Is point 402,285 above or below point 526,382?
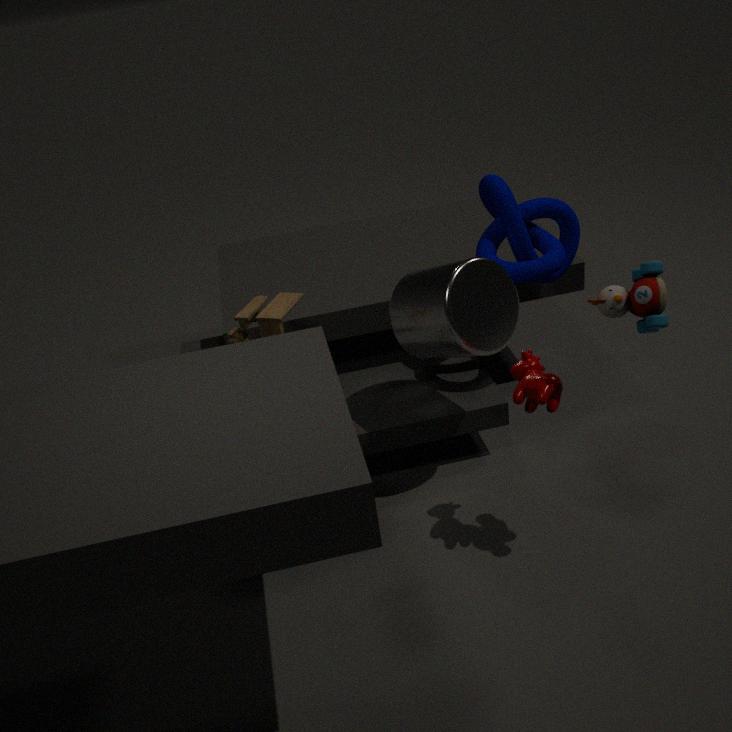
above
